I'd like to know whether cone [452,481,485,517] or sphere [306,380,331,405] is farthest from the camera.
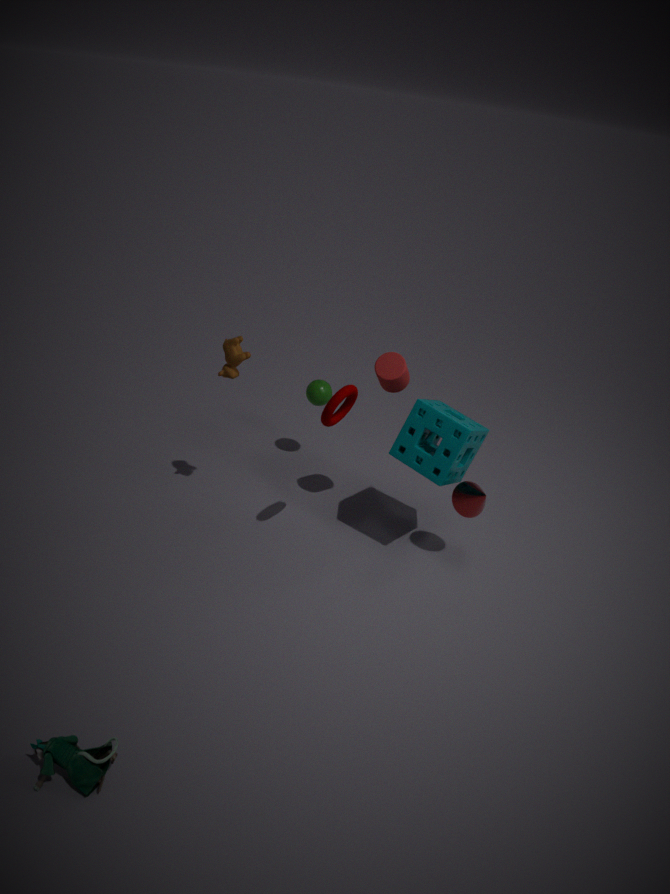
sphere [306,380,331,405]
